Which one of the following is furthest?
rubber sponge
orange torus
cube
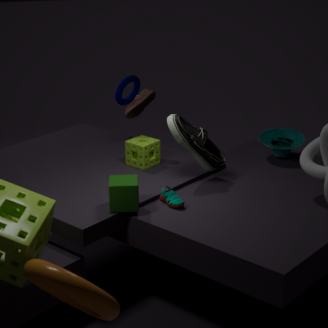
rubber sponge
